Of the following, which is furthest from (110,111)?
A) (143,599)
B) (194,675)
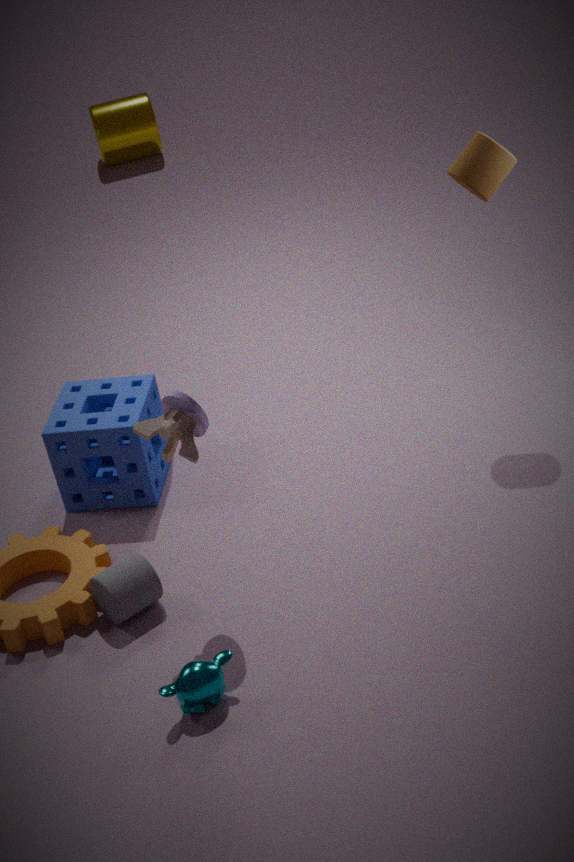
(194,675)
